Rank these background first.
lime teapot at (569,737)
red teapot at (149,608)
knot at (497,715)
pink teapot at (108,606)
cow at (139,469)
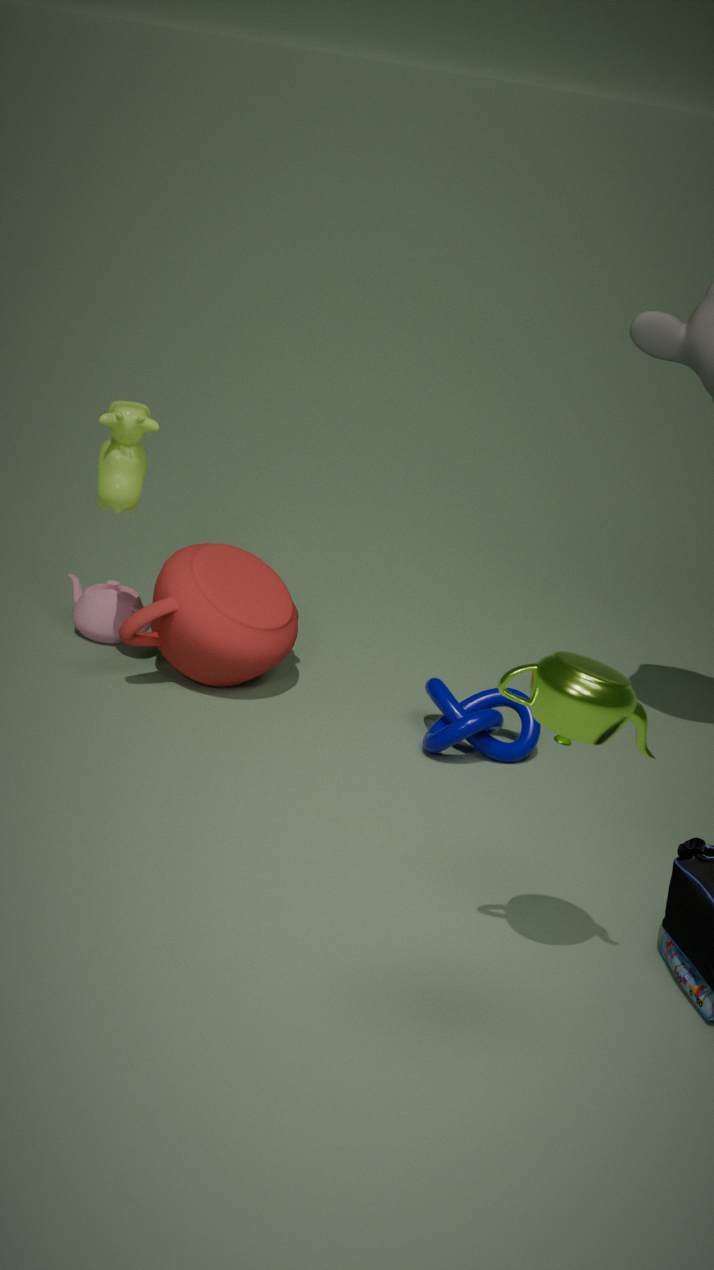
pink teapot at (108,606) → red teapot at (149,608) → knot at (497,715) → cow at (139,469) → lime teapot at (569,737)
